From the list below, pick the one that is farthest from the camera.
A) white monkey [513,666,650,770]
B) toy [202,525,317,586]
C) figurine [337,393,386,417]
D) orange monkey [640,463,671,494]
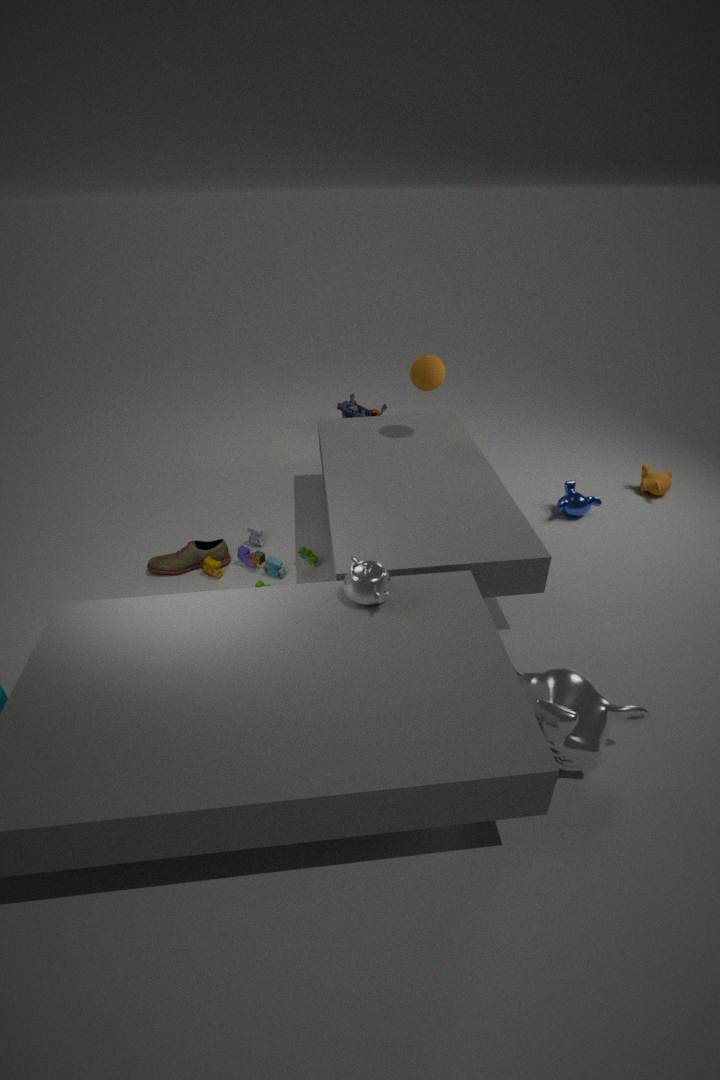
figurine [337,393,386,417]
